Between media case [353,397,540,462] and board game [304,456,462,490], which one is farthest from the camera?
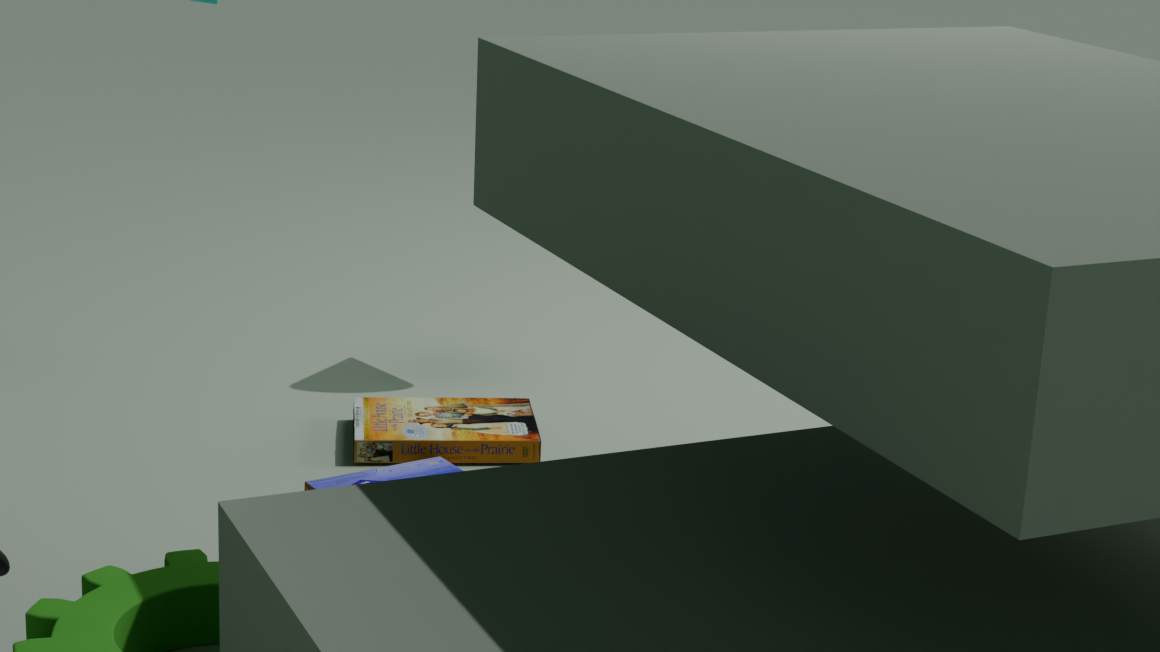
media case [353,397,540,462]
